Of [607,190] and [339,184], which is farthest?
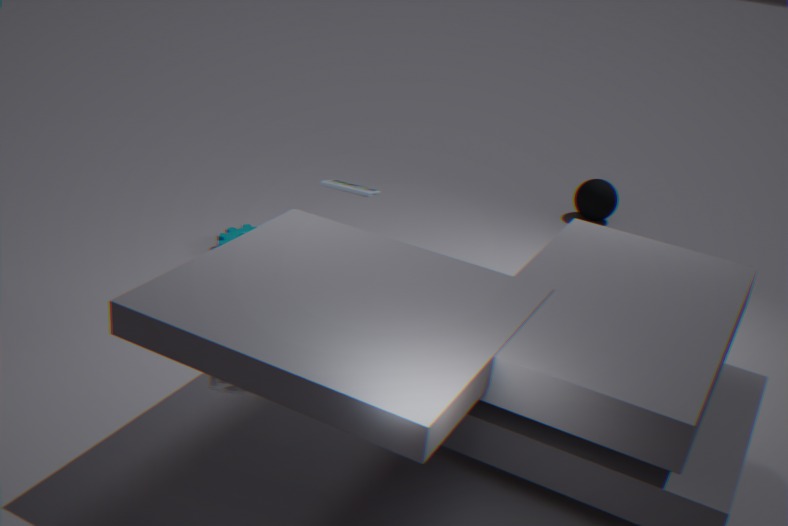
[607,190]
